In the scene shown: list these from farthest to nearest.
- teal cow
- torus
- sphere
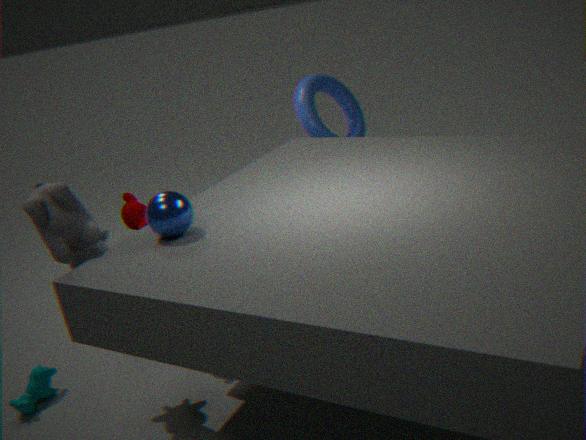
1. torus
2. teal cow
3. sphere
